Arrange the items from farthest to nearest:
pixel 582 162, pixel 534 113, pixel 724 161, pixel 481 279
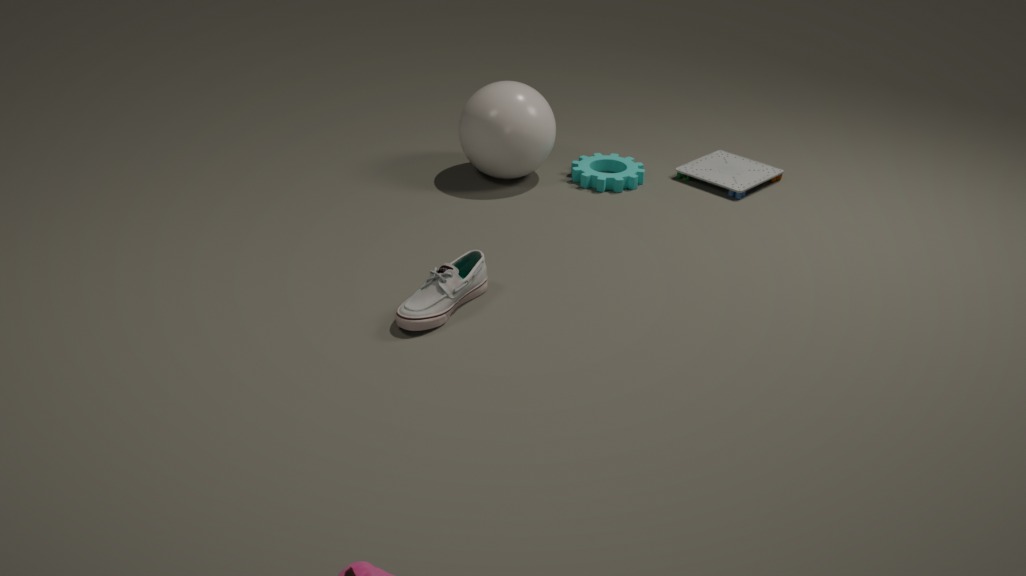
pixel 724 161
pixel 582 162
pixel 534 113
pixel 481 279
